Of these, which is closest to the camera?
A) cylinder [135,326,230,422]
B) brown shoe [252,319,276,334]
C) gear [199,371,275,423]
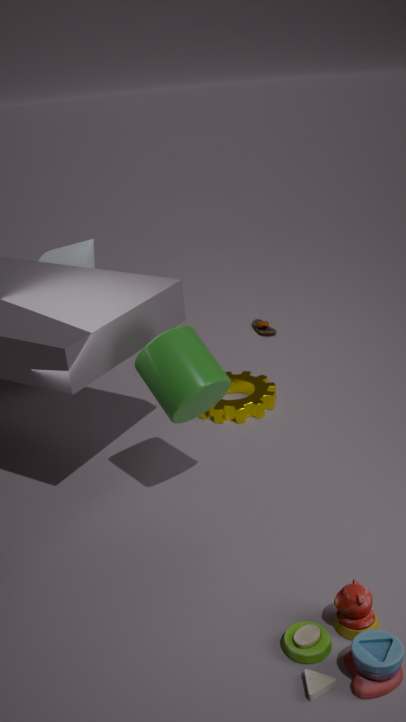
cylinder [135,326,230,422]
